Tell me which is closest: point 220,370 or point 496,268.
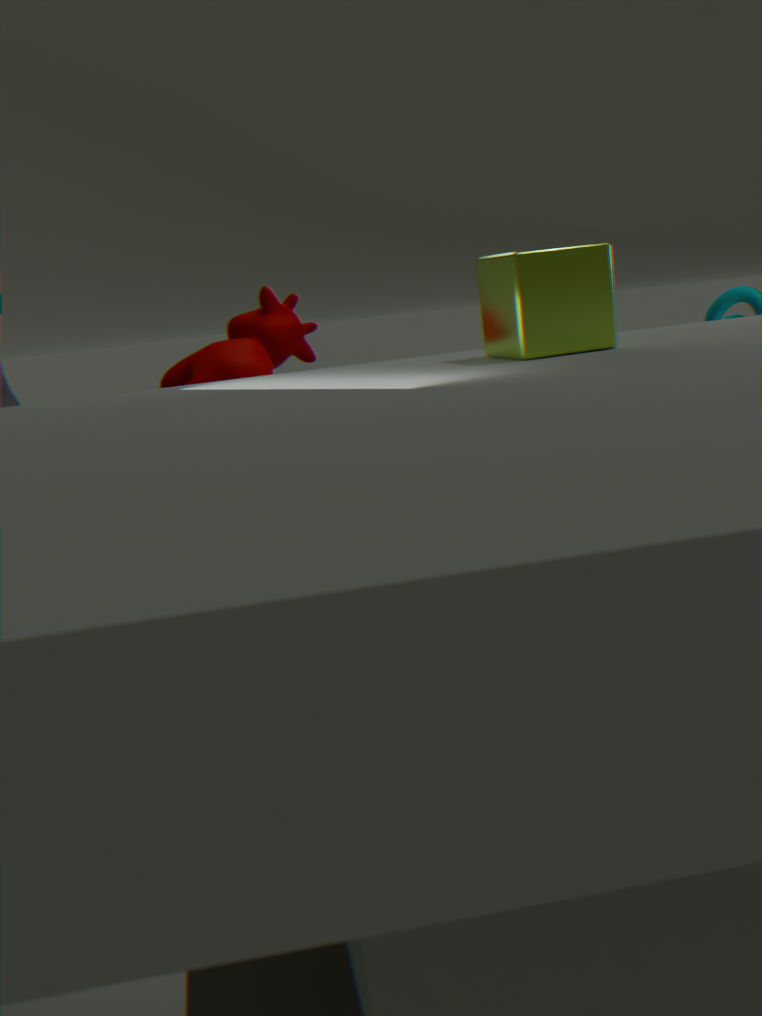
point 496,268
